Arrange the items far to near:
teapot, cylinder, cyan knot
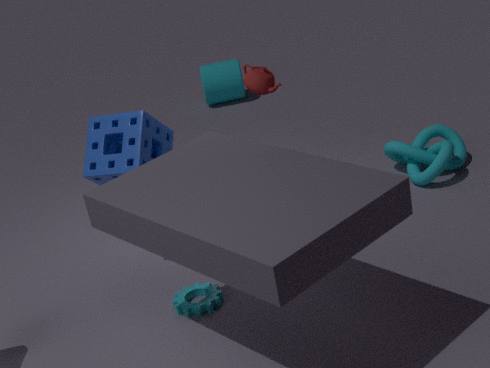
cylinder, cyan knot, teapot
